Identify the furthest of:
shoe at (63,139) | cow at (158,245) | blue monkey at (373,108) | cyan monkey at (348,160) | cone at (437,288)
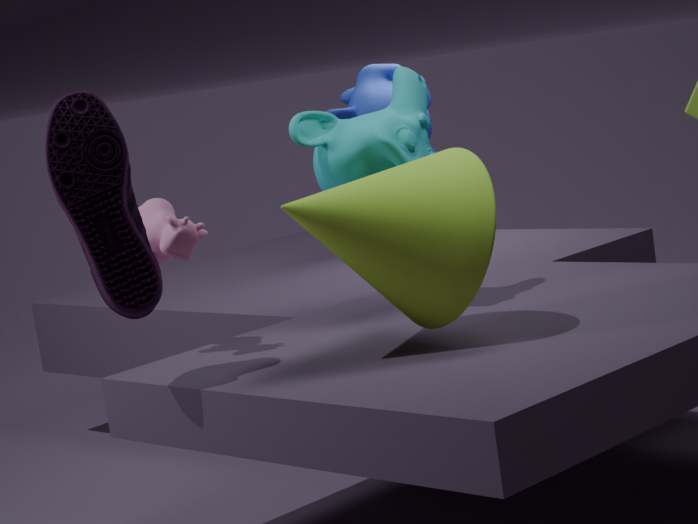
blue monkey at (373,108)
